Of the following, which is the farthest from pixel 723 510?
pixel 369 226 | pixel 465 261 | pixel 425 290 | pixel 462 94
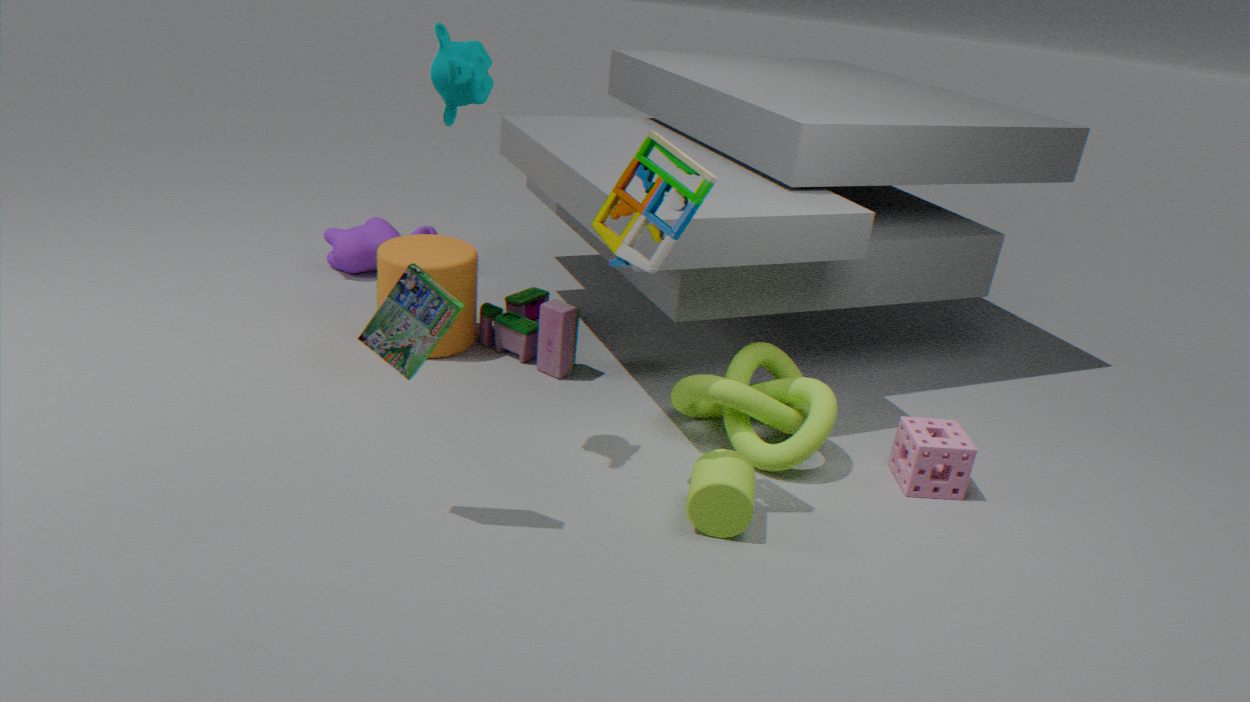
pixel 369 226
